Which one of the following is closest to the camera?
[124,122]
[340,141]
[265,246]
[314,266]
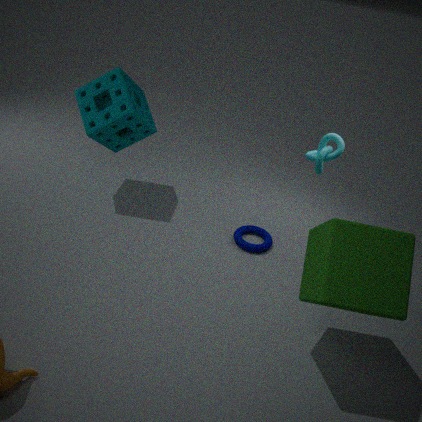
[314,266]
